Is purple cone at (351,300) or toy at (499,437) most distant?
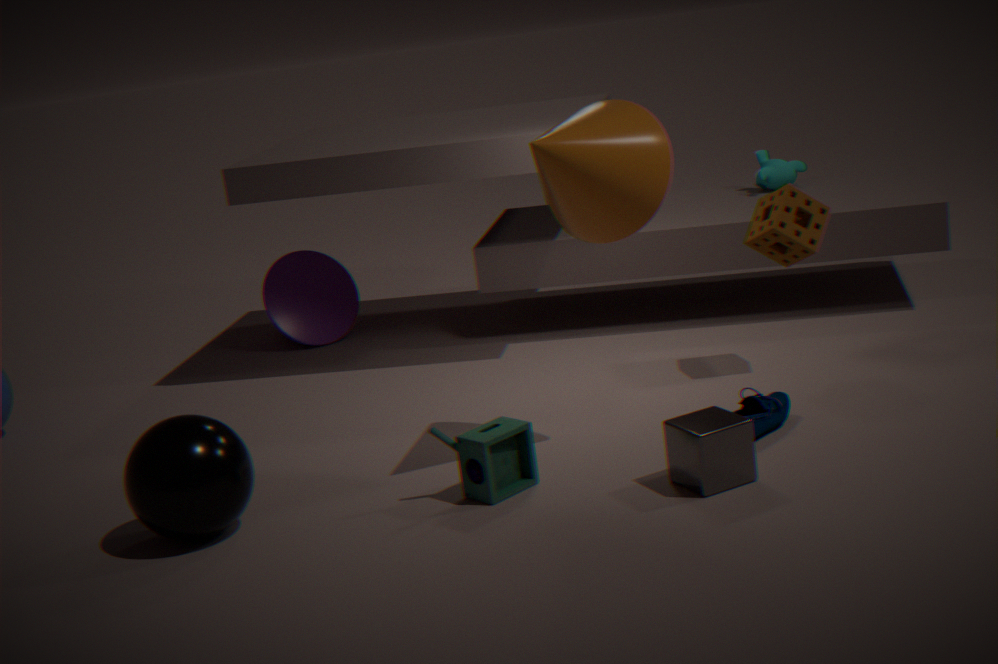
purple cone at (351,300)
